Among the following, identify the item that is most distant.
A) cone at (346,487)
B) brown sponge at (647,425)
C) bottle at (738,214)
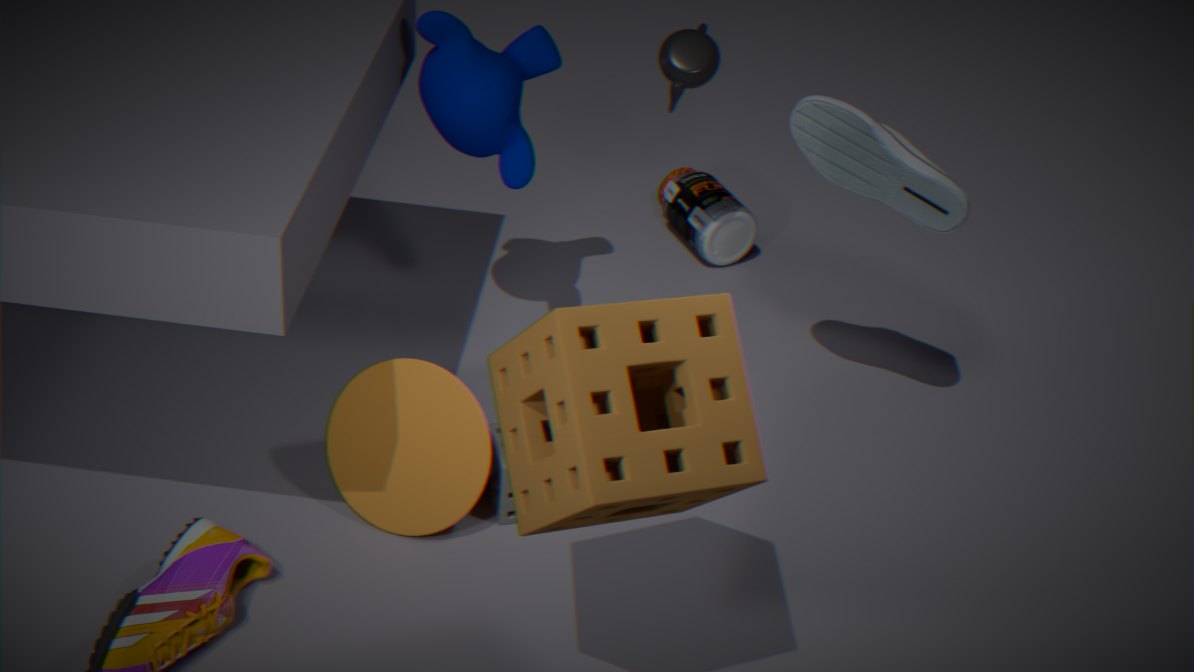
bottle at (738,214)
